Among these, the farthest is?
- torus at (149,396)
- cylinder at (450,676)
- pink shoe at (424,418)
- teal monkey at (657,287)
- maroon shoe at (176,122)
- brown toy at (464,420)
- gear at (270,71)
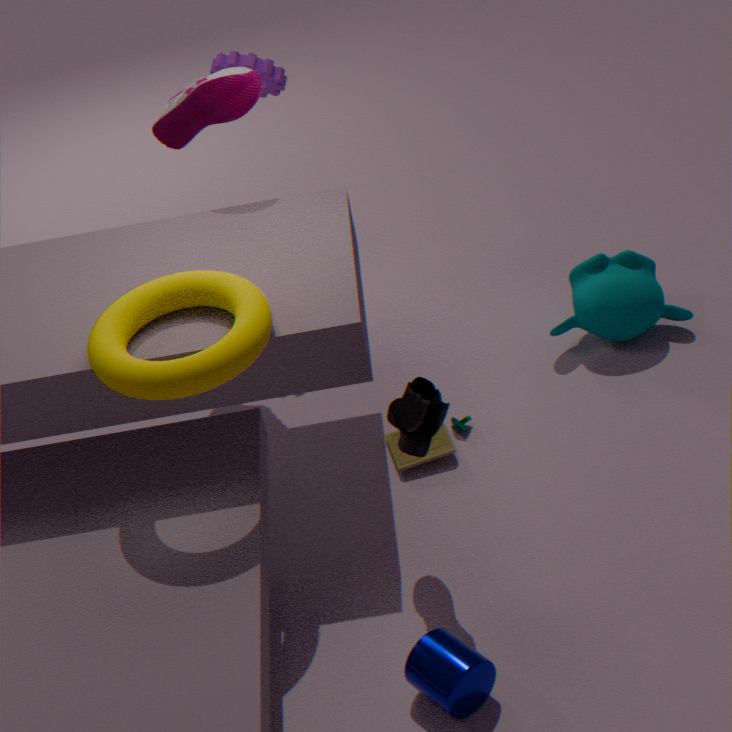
gear at (270,71)
